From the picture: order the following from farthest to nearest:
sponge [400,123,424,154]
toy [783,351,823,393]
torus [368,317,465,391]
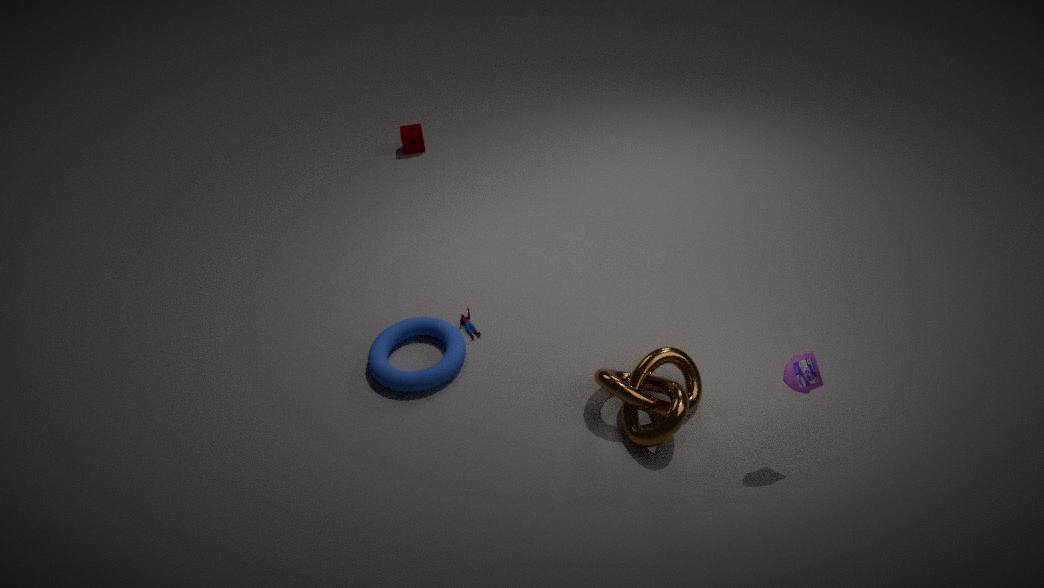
1. sponge [400,123,424,154]
2. torus [368,317,465,391]
3. toy [783,351,823,393]
